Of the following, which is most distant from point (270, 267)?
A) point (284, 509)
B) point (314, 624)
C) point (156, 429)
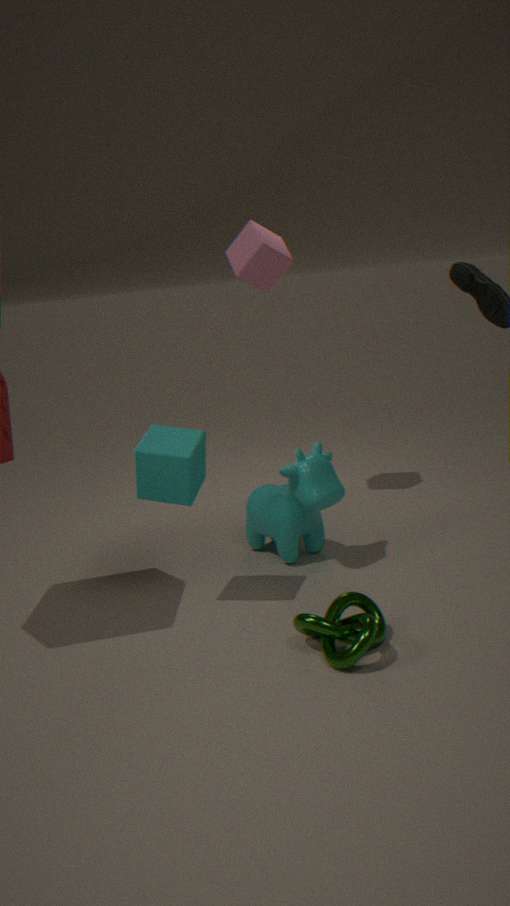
point (314, 624)
